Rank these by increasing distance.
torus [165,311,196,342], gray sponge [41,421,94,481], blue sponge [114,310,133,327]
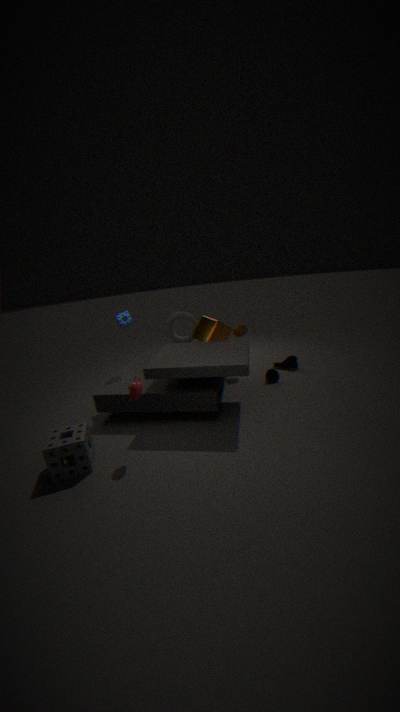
1. gray sponge [41,421,94,481]
2. blue sponge [114,310,133,327]
3. torus [165,311,196,342]
